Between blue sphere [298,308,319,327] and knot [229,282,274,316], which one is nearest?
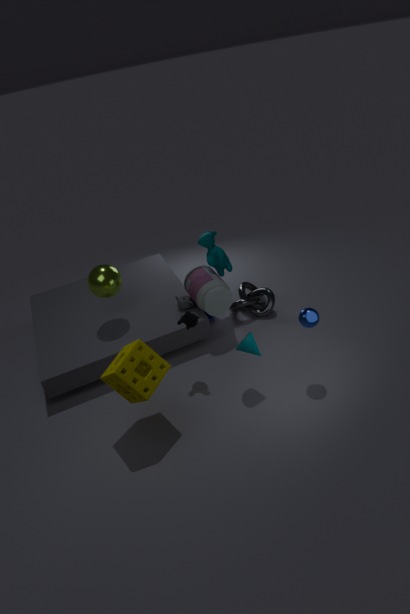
blue sphere [298,308,319,327]
